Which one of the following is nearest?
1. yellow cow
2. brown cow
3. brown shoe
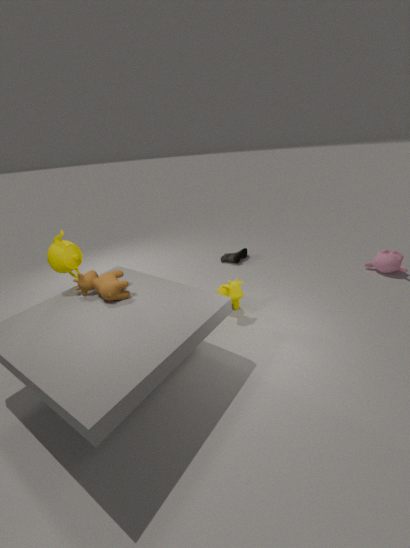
brown cow
